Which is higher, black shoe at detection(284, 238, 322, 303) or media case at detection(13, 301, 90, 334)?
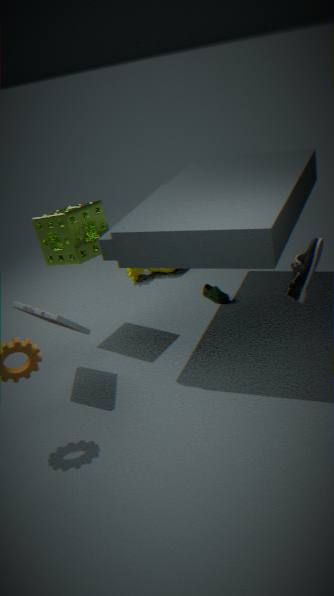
black shoe at detection(284, 238, 322, 303)
